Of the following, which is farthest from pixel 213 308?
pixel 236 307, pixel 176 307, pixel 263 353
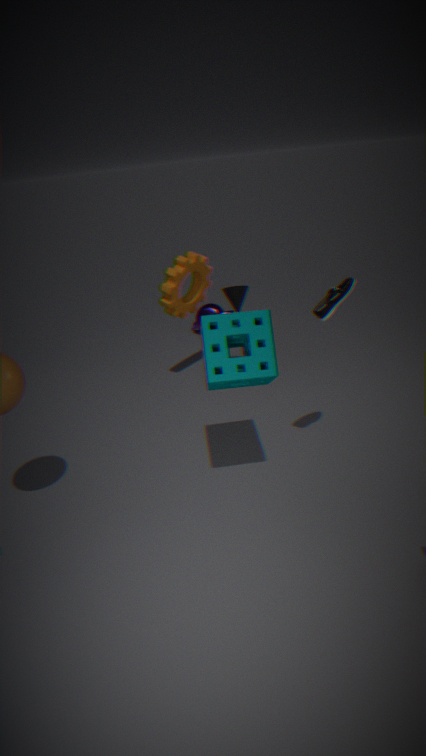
pixel 263 353
